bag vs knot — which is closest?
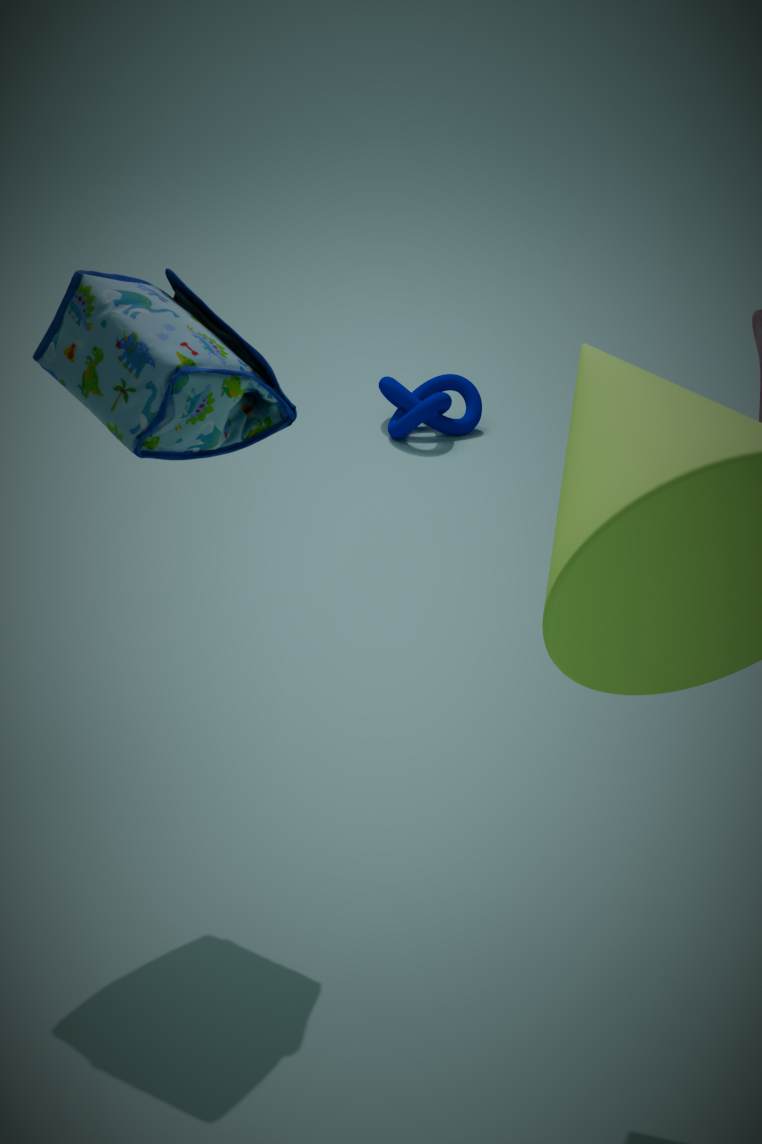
bag
